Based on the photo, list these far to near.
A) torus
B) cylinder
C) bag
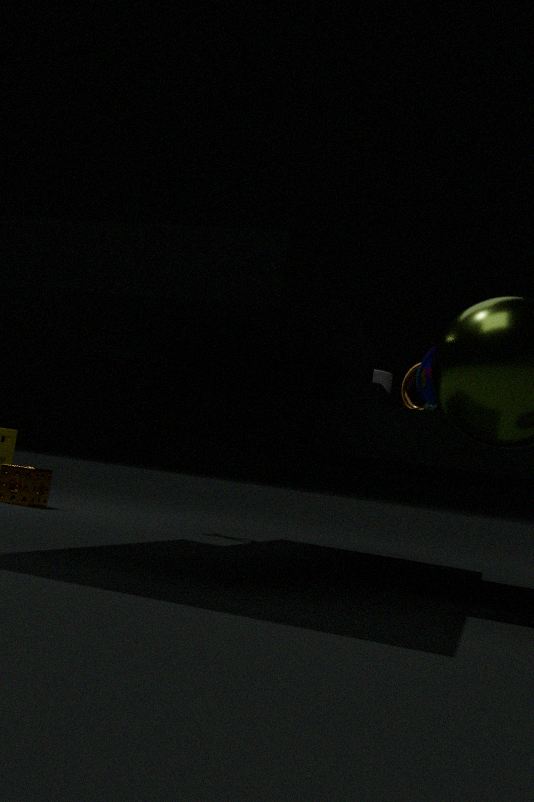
1. torus
2. cylinder
3. bag
